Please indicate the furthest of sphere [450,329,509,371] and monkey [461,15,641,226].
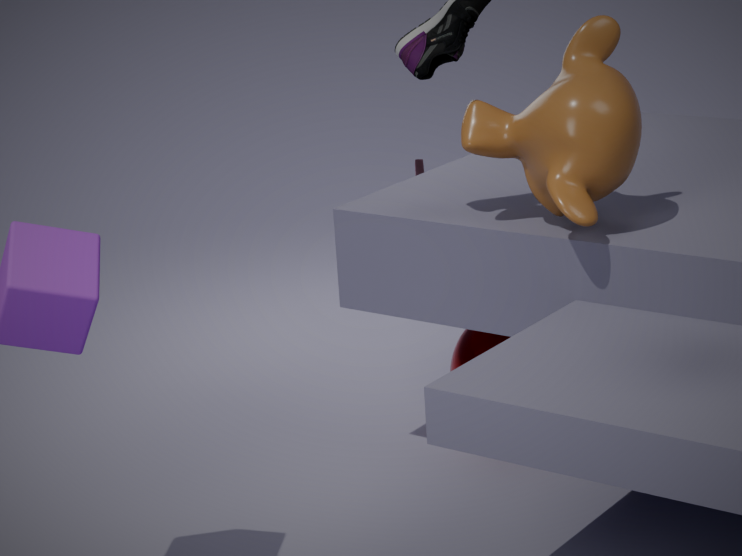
sphere [450,329,509,371]
